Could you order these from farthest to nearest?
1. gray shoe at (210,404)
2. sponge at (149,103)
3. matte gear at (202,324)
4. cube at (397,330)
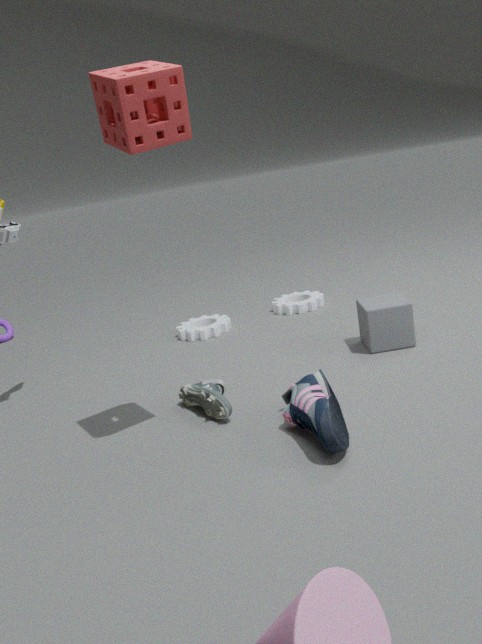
matte gear at (202,324)
cube at (397,330)
gray shoe at (210,404)
sponge at (149,103)
